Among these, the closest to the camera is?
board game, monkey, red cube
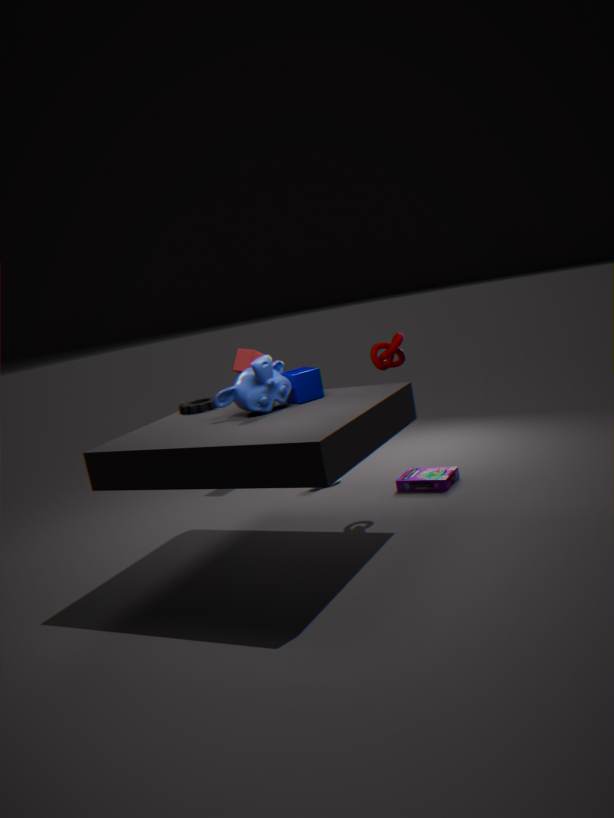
monkey
